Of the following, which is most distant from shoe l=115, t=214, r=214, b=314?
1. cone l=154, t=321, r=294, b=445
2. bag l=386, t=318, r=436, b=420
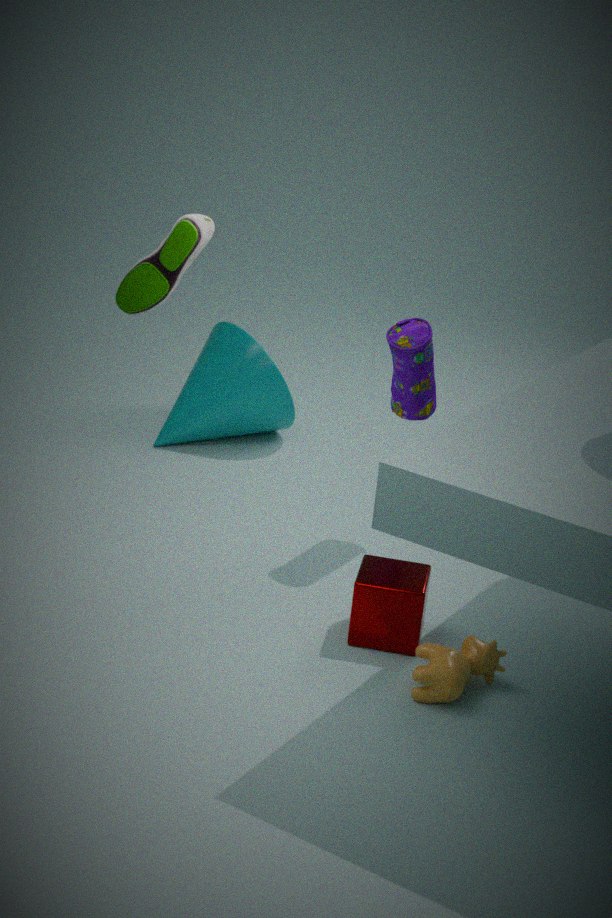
cone l=154, t=321, r=294, b=445
